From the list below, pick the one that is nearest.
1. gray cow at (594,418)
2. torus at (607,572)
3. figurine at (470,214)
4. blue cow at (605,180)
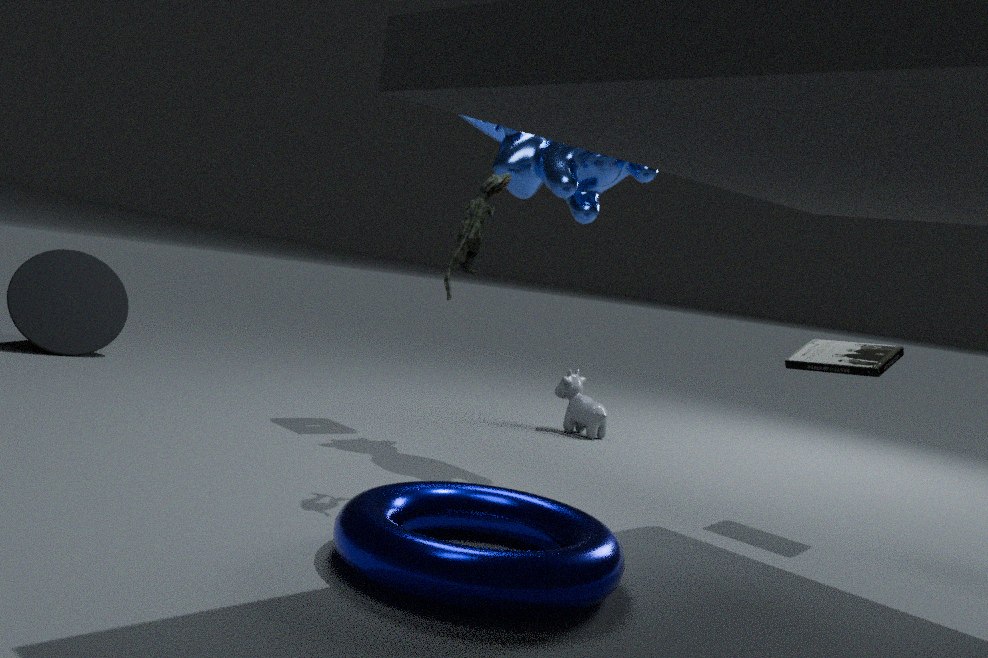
torus at (607,572)
